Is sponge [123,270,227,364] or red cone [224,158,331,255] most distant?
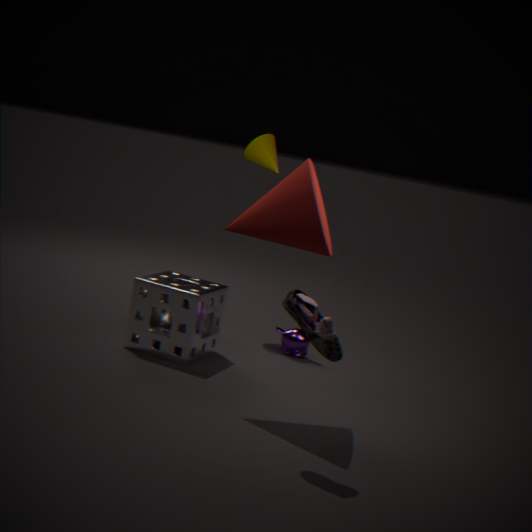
sponge [123,270,227,364]
